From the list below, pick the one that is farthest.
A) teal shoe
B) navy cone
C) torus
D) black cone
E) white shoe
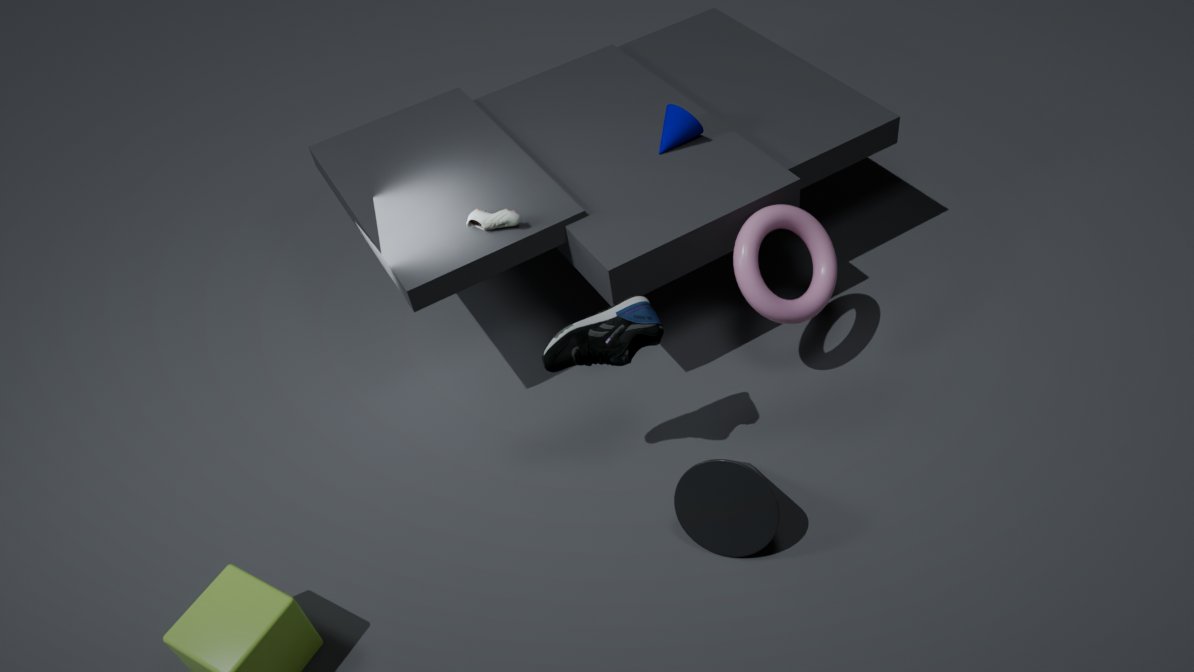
navy cone
